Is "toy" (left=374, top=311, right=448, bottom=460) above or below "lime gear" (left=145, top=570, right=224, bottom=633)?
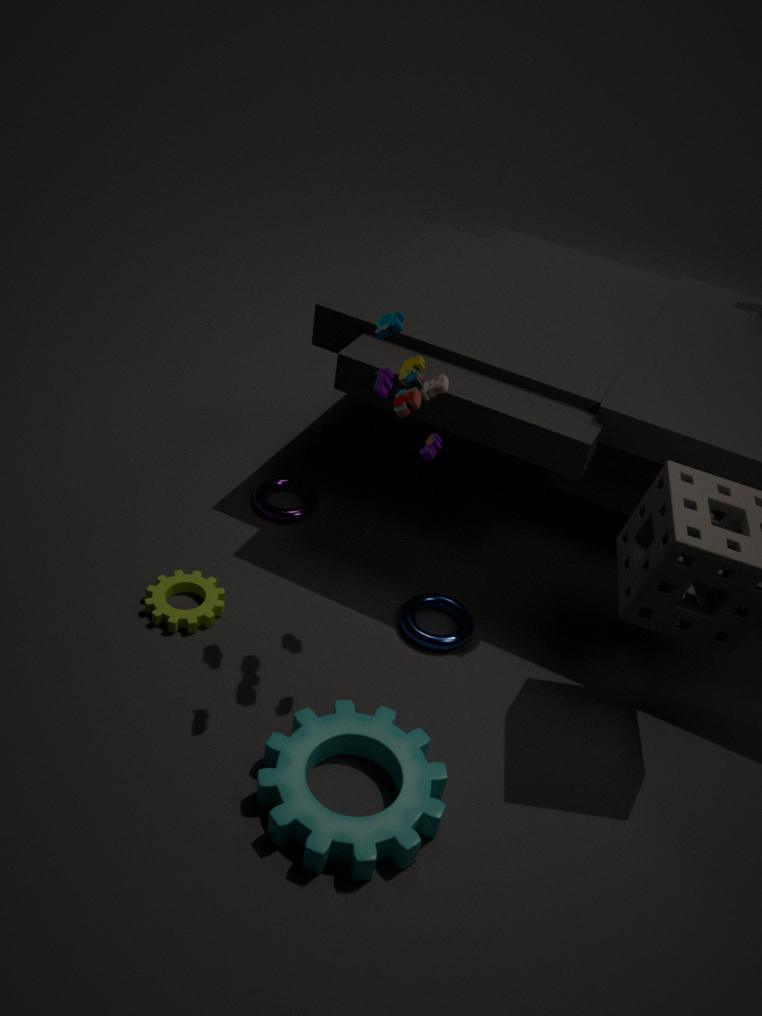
above
